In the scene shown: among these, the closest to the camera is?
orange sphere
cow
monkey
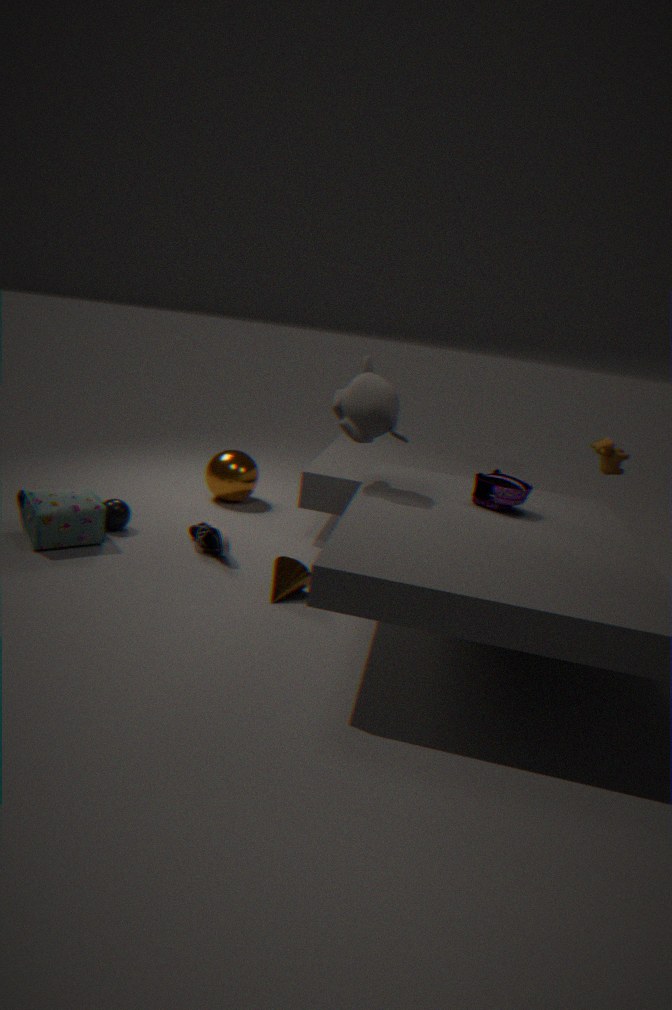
monkey
